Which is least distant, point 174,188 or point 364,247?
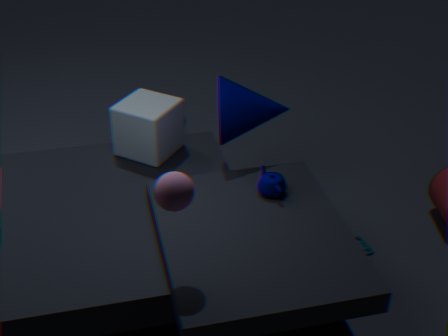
point 174,188
